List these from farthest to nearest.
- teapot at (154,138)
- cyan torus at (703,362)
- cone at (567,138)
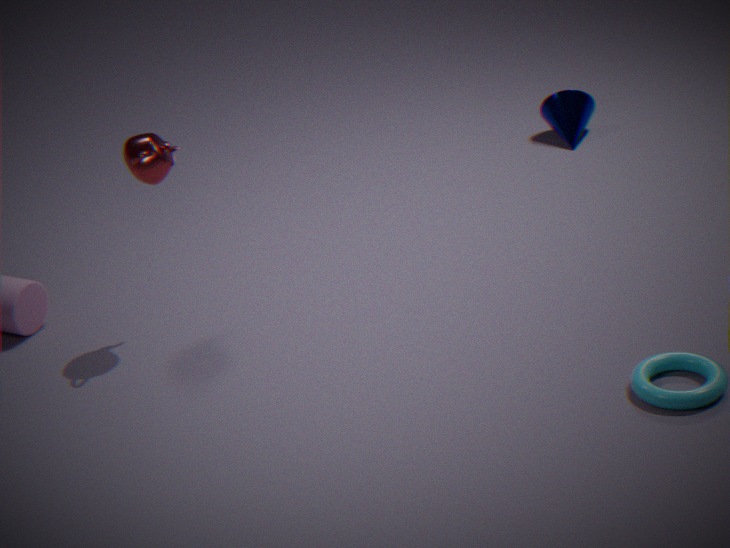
1. cone at (567,138)
2. teapot at (154,138)
3. cyan torus at (703,362)
